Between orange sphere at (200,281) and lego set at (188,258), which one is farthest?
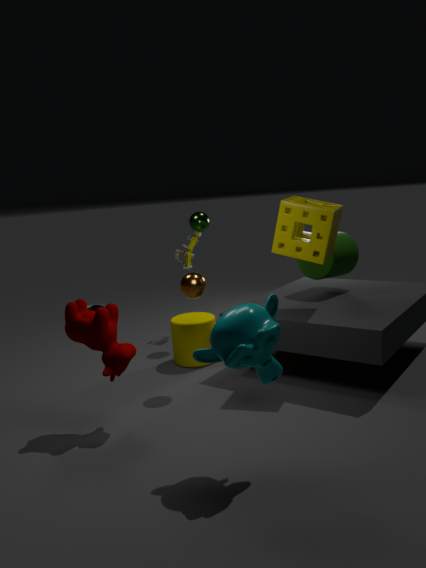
lego set at (188,258)
